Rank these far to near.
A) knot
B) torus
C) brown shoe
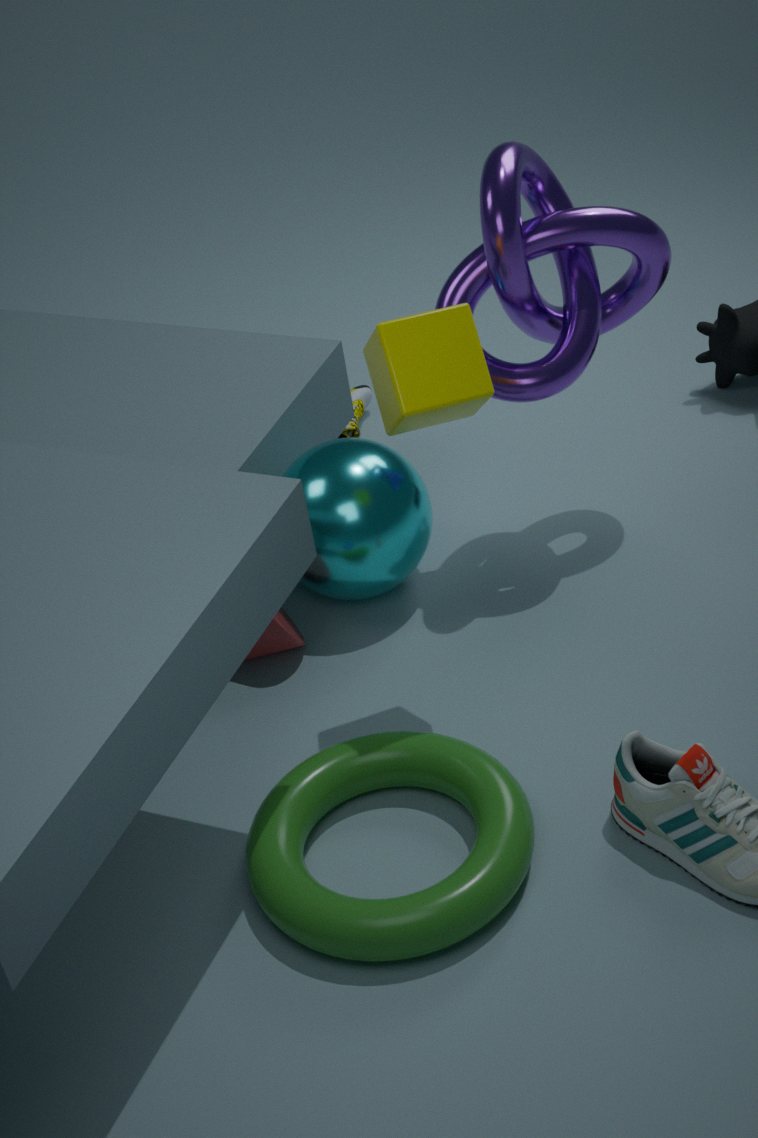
brown shoe, knot, torus
